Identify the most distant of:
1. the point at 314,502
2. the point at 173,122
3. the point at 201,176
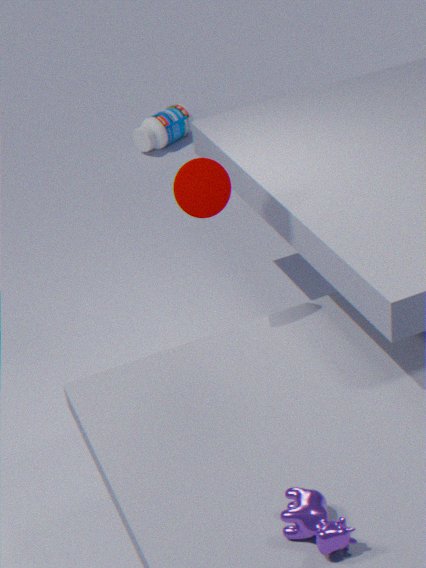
the point at 173,122
